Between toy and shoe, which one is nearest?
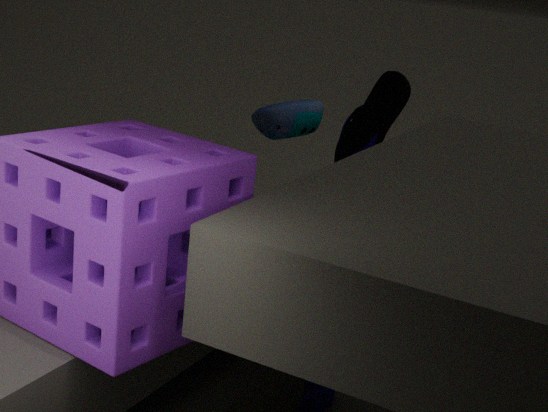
shoe
